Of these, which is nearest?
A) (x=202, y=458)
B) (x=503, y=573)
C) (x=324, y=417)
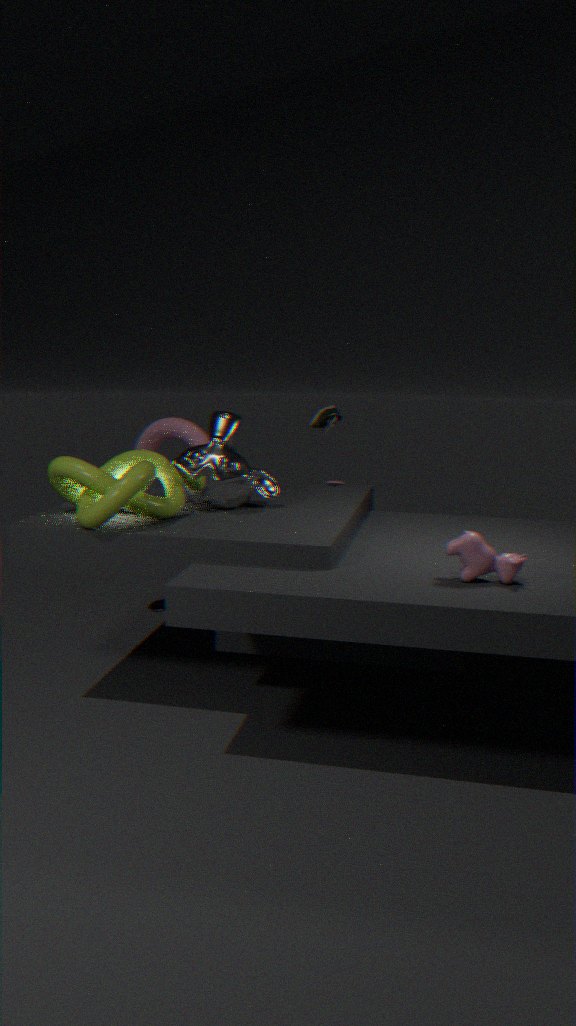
→ (x=503, y=573)
